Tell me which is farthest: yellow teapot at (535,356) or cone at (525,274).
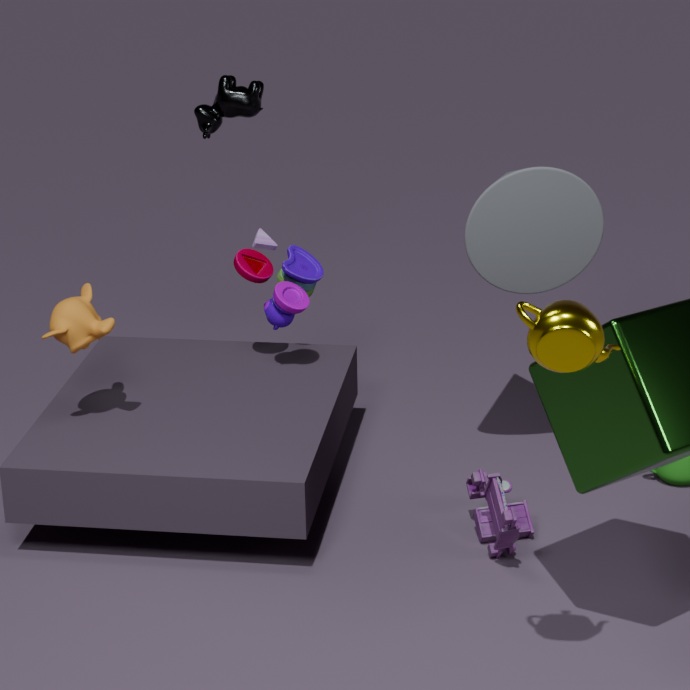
cone at (525,274)
